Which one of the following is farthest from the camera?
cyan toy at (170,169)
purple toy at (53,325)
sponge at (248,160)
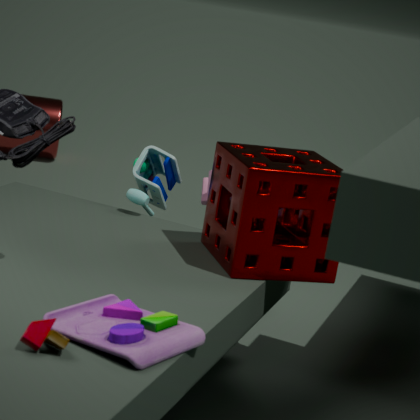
cyan toy at (170,169)
